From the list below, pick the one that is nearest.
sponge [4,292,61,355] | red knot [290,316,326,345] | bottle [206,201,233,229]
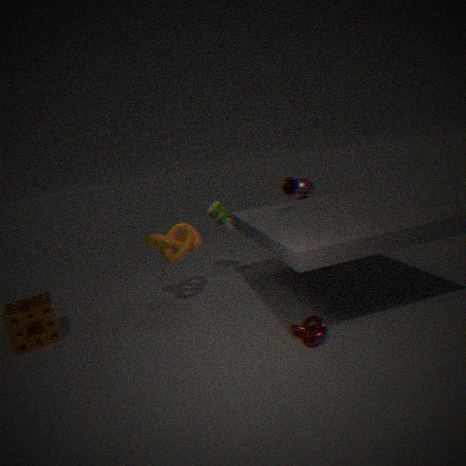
red knot [290,316,326,345]
